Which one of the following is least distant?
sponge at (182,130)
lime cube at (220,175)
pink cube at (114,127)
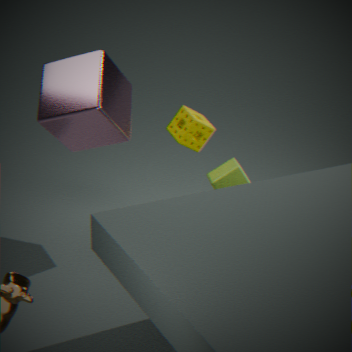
pink cube at (114,127)
